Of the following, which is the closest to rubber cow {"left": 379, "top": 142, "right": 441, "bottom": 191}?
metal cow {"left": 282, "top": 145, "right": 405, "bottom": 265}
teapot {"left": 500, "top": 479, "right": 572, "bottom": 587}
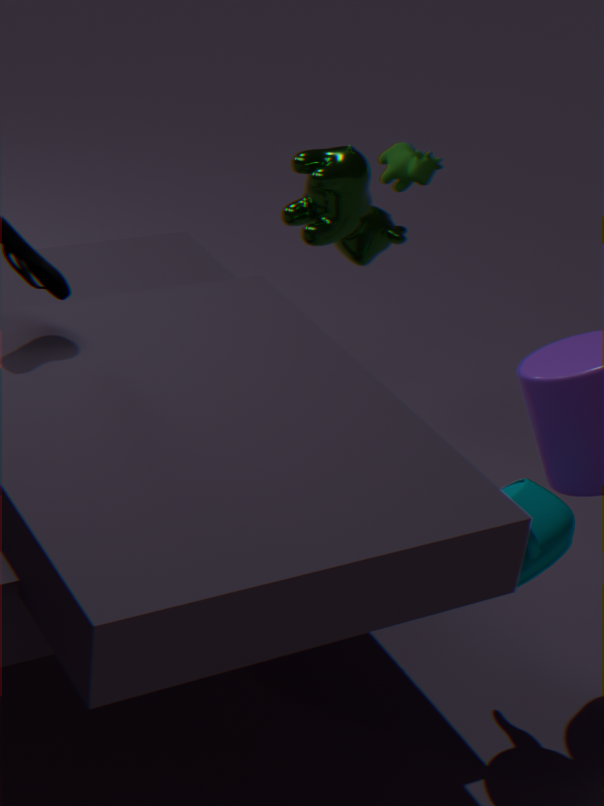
metal cow {"left": 282, "top": 145, "right": 405, "bottom": 265}
